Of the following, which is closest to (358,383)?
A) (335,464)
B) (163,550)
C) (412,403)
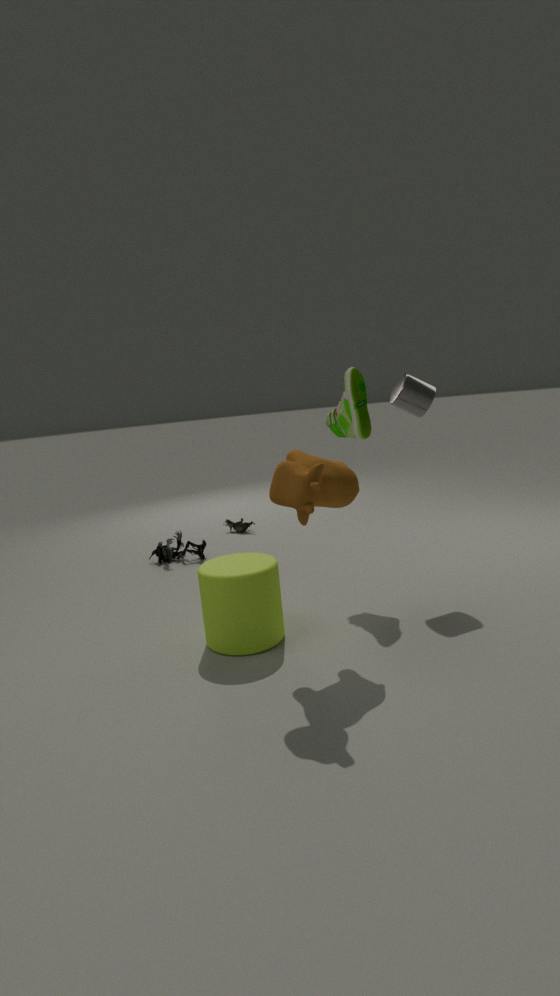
(412,403)
